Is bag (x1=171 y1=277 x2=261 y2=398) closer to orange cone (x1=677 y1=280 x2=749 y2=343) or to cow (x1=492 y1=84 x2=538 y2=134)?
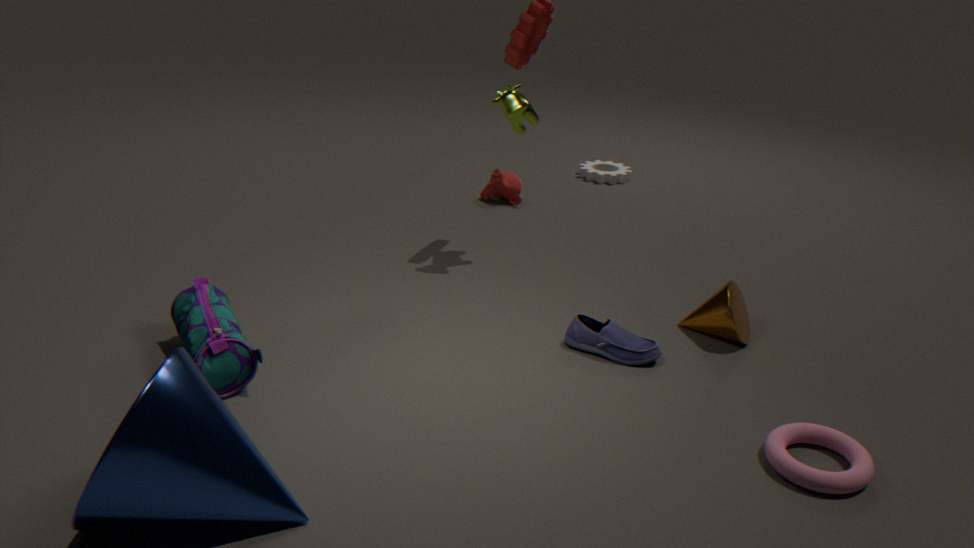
cow (x1=492 y1=84 x2=538 y2=134)
